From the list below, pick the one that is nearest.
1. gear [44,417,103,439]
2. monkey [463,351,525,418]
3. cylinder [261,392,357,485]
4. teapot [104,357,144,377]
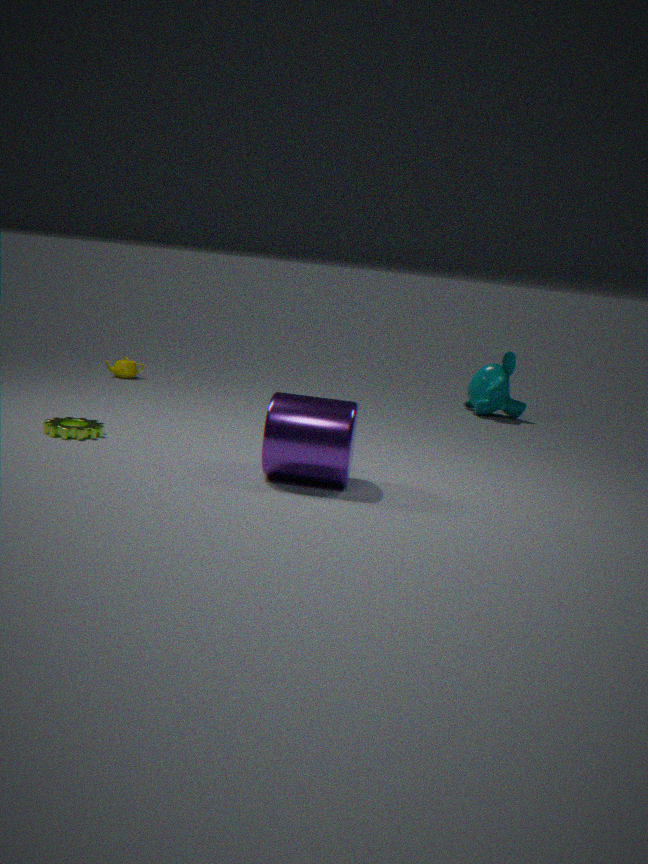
cylinder [261,392,357,485]
